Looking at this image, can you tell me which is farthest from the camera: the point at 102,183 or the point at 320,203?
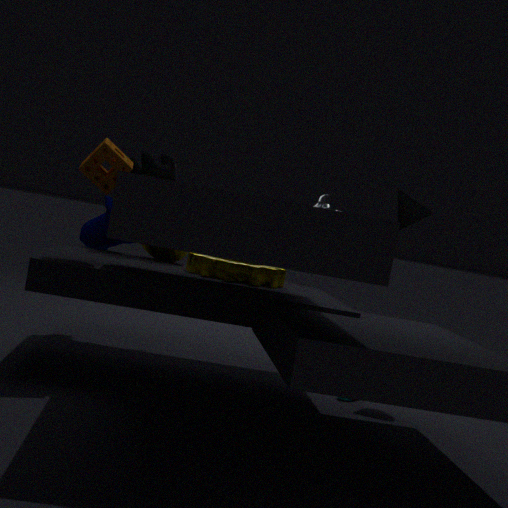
the point at 320,203
